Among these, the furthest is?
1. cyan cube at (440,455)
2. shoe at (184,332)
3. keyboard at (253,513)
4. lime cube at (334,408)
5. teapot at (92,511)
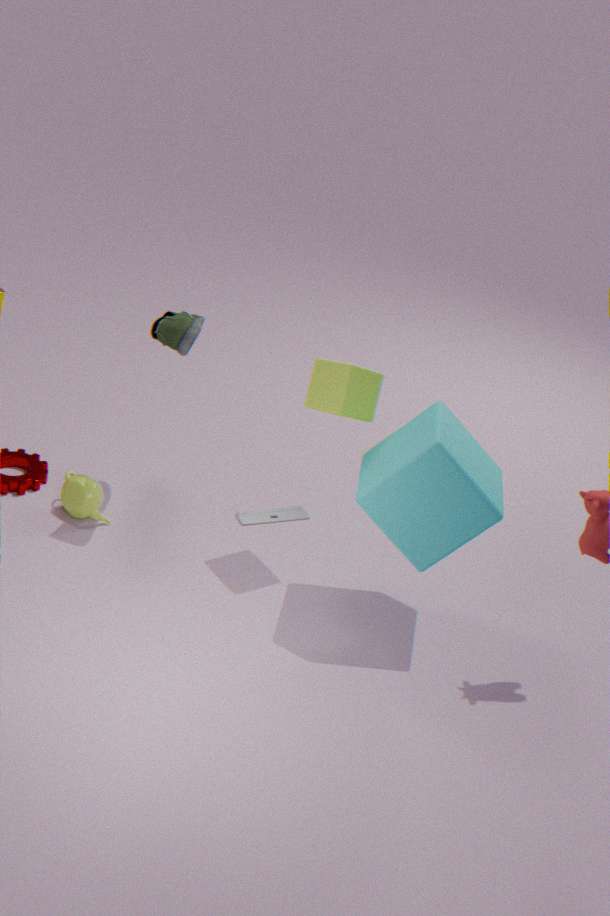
keyboard at (253,513)
